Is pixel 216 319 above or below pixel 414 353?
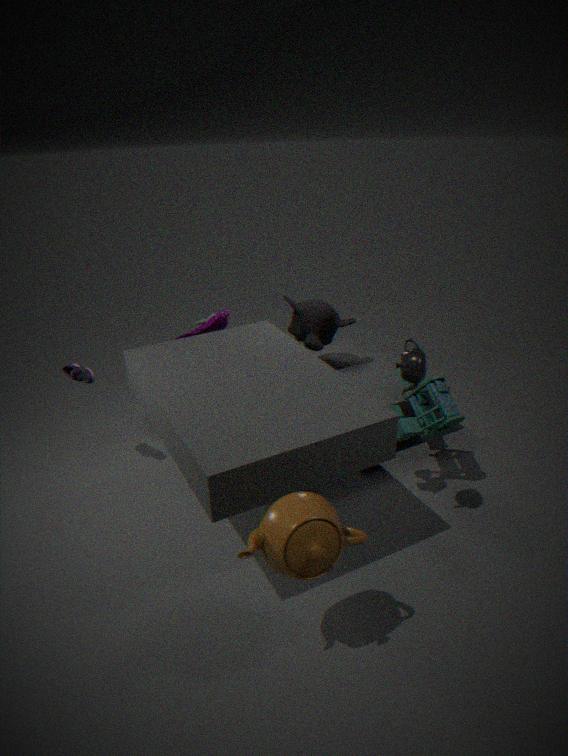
below
